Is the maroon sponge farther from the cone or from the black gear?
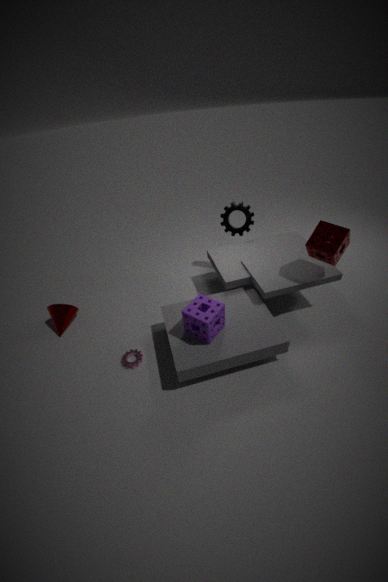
the cone
